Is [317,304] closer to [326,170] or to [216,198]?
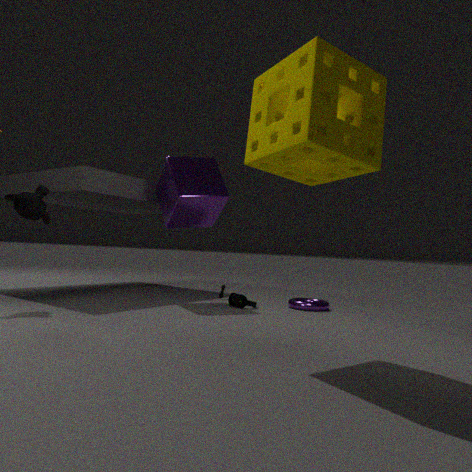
[216,198]
